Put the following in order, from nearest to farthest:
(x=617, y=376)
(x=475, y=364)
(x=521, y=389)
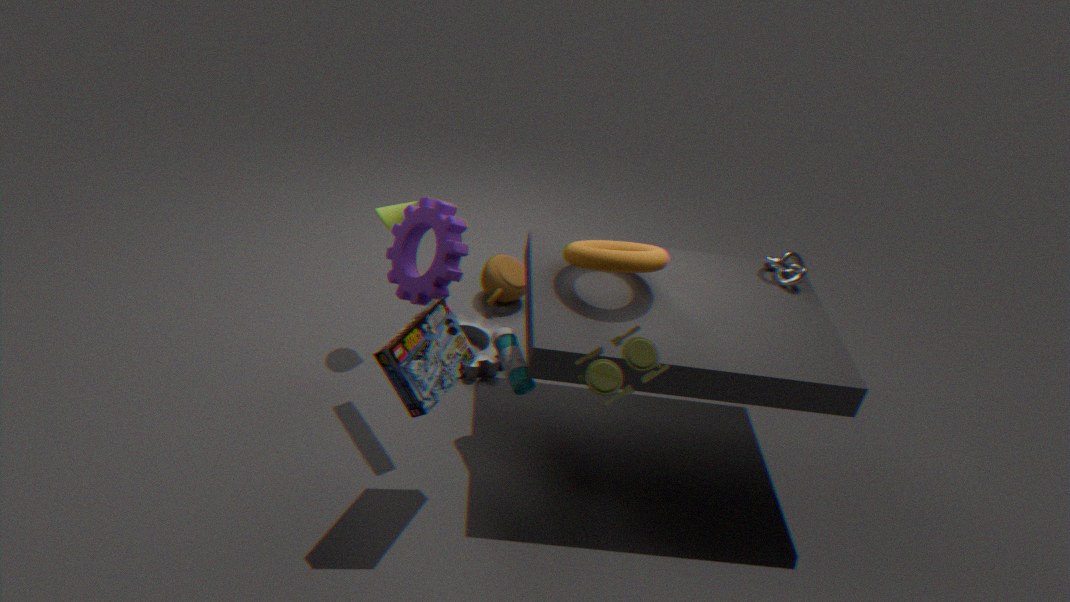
1. (x=617, y=376)
2. (x=521, y=389)
3. (x=475, y=364)
